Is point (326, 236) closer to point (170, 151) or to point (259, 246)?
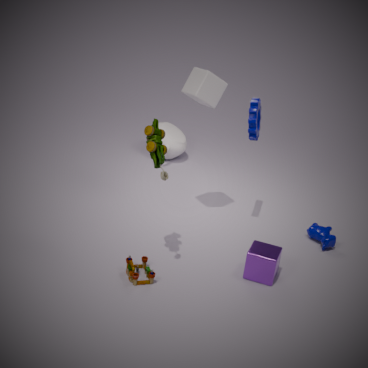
point (259, 246)
